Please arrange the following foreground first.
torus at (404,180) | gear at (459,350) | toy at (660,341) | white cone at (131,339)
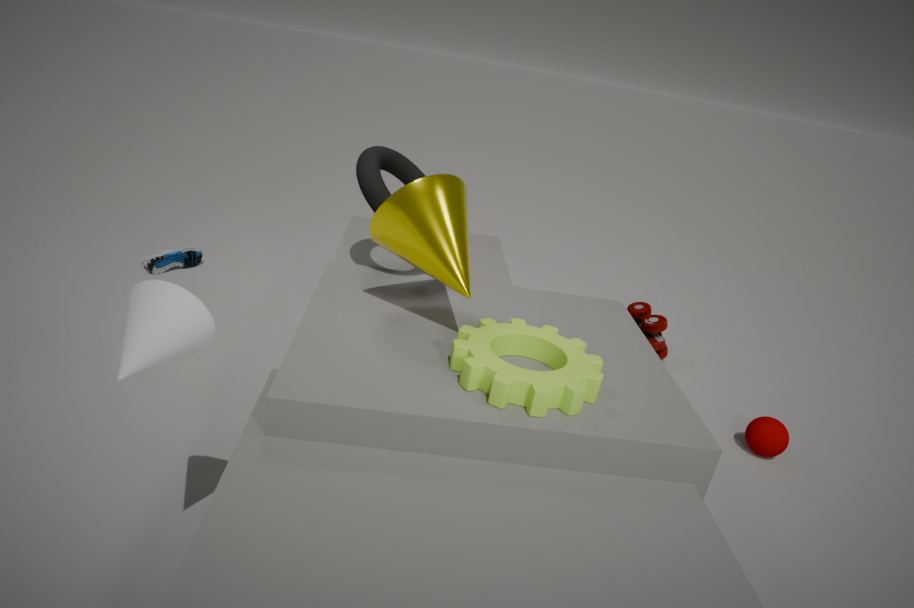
1. white cone at (131,339)
2. gear at (459,350)
3. torus at (404,180)
4. toy at (660,341)
